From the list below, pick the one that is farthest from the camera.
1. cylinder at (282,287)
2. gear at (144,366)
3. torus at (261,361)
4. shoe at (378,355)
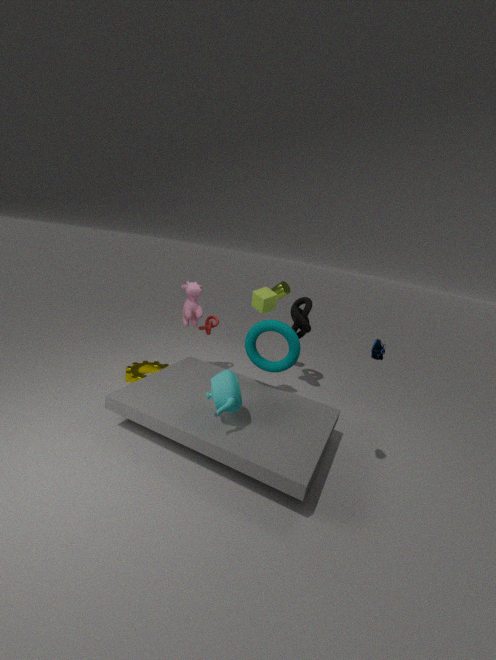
cylinder at (282,287)
